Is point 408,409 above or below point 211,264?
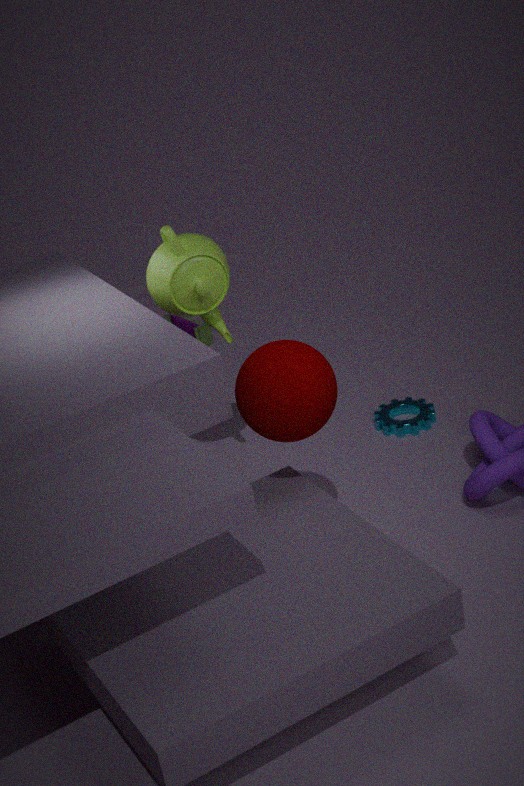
below
